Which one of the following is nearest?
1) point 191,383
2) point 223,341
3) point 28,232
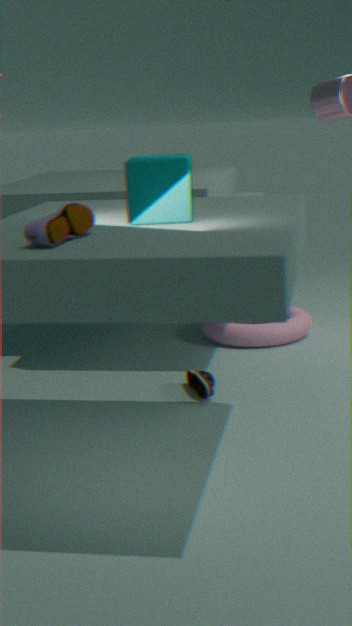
3. point 28,232
